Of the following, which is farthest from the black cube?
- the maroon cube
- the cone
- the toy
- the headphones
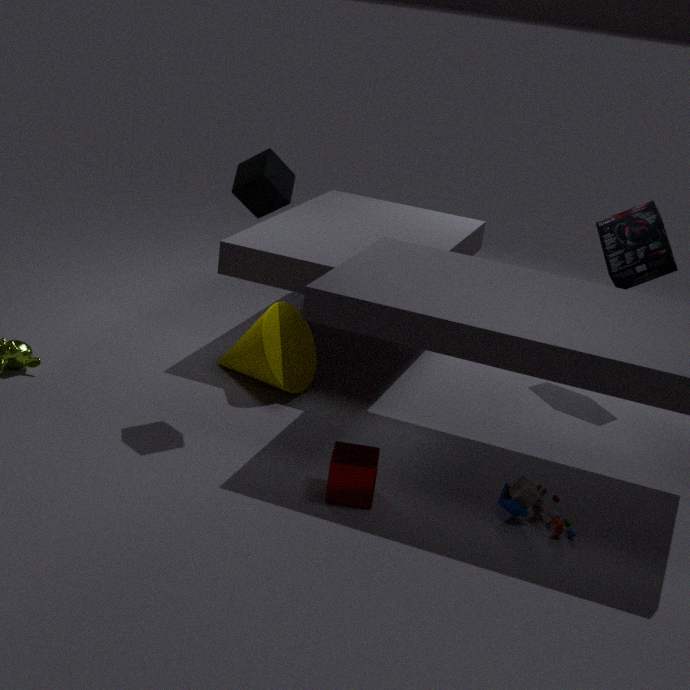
the headphones
